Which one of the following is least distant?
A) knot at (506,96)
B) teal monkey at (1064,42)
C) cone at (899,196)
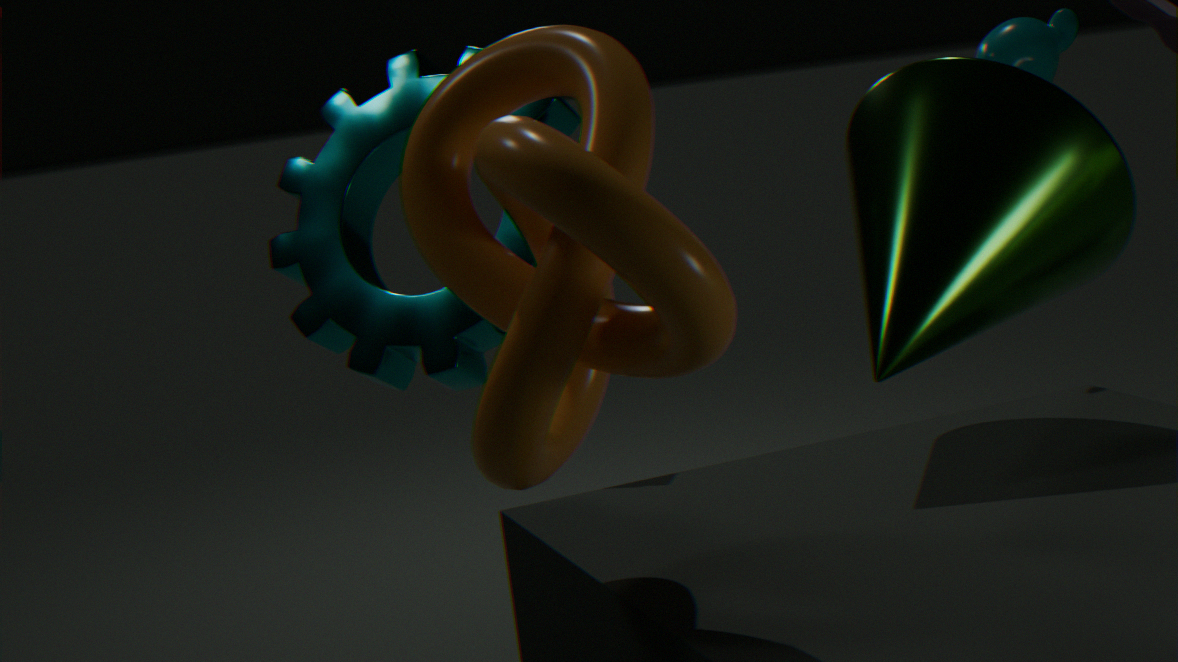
knot at (506,96)
